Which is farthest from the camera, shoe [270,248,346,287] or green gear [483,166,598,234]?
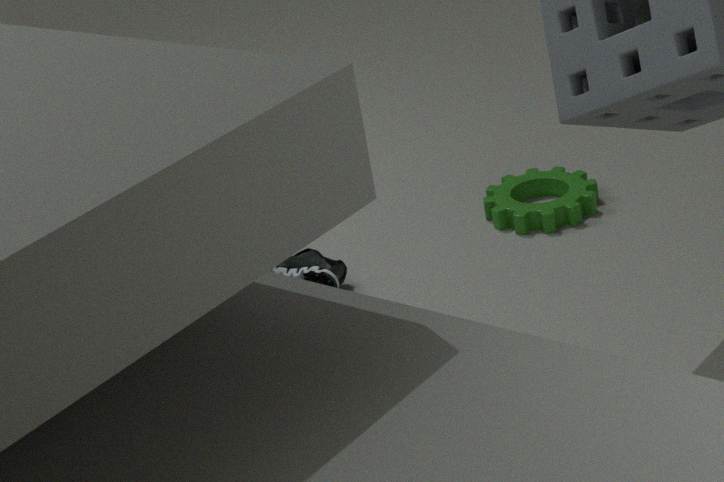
green gear [483,166,598,234]
